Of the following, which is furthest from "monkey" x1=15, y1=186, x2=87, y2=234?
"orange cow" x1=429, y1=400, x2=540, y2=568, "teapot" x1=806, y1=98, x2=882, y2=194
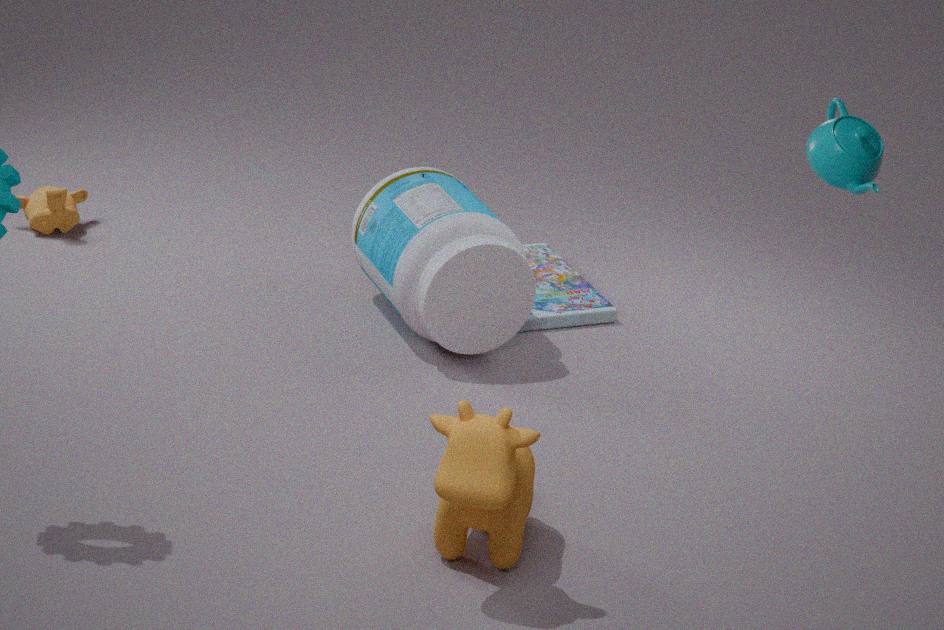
"teapot" x1=806, y1=98, x2=882, y2=194
